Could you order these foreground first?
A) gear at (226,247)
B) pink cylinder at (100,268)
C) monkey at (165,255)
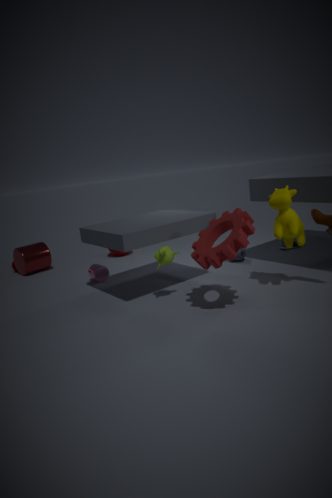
gear at (226,247) < monkey at (165,255) < pink cylinder at (100,268)
